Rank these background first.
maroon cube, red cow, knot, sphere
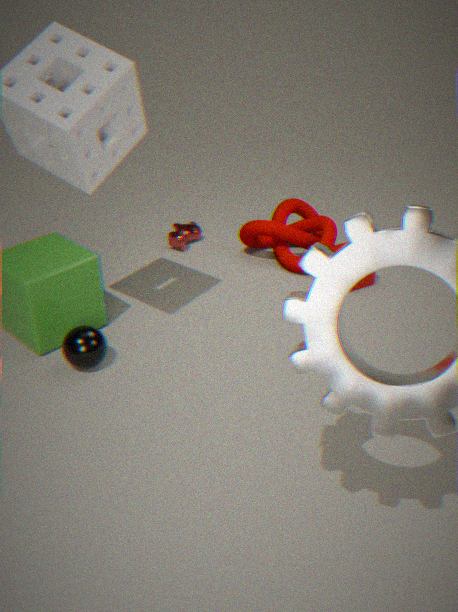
1. red cow
2. knot
3. maroon cube
4. sphere
